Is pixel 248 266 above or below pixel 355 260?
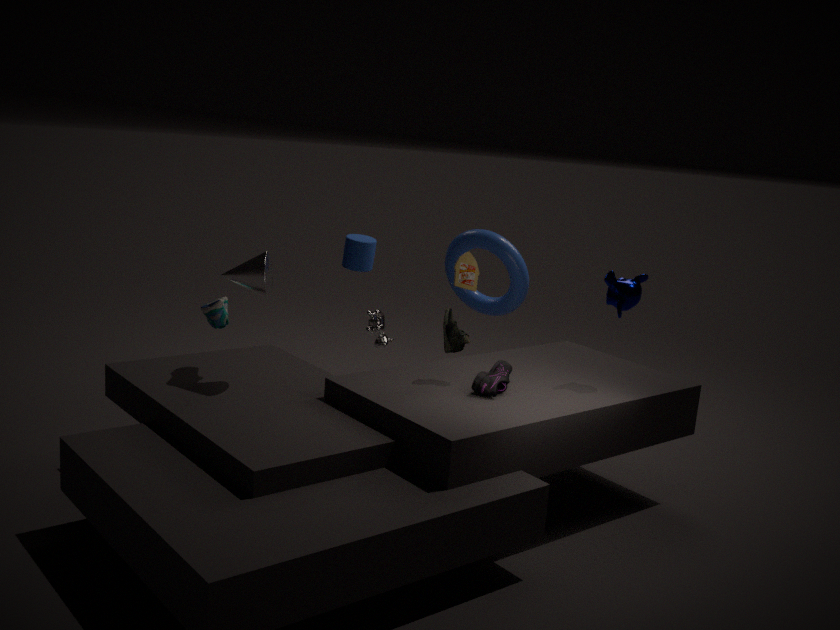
above
